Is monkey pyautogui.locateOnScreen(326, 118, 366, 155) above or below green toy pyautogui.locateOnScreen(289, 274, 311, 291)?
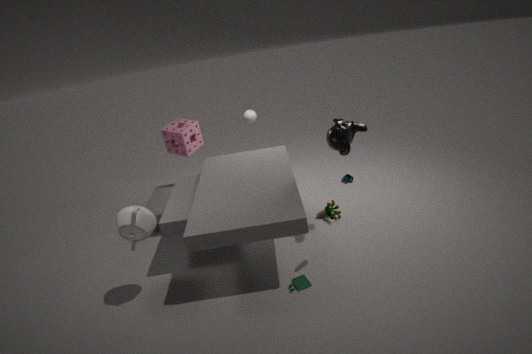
above
